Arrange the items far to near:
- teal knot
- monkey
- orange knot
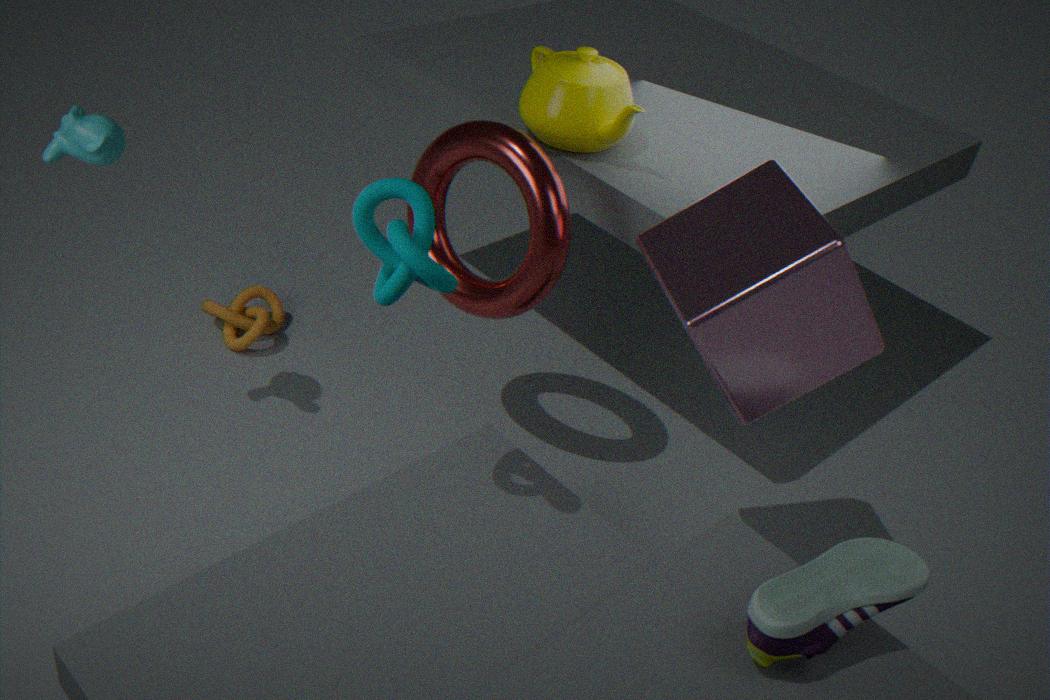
orange knot
monkey
teal knot
